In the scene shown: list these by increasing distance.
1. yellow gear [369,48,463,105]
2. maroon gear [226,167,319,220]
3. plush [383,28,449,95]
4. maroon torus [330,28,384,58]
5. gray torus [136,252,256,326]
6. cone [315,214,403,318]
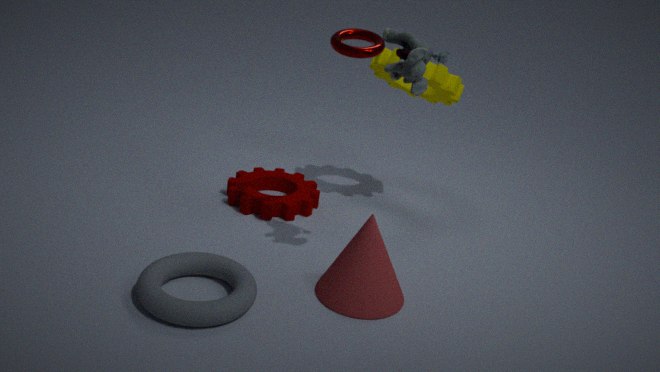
gray torus [136,252,256,326] → plush [383,28,449,95] → cone [315,214,403,318] → maroon torus [330,28,384,58] → yellow gear [369,48,463,105] → maroon gear [226,167,319,220]
